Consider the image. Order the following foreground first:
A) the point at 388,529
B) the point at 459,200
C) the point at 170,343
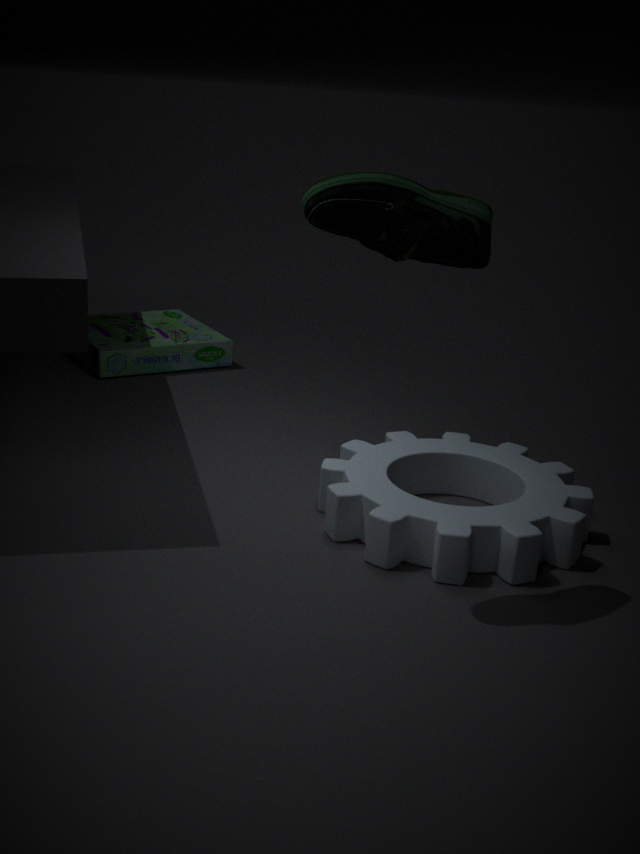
the point at 459,200 < the point at 388,529 < the point at 170,343
